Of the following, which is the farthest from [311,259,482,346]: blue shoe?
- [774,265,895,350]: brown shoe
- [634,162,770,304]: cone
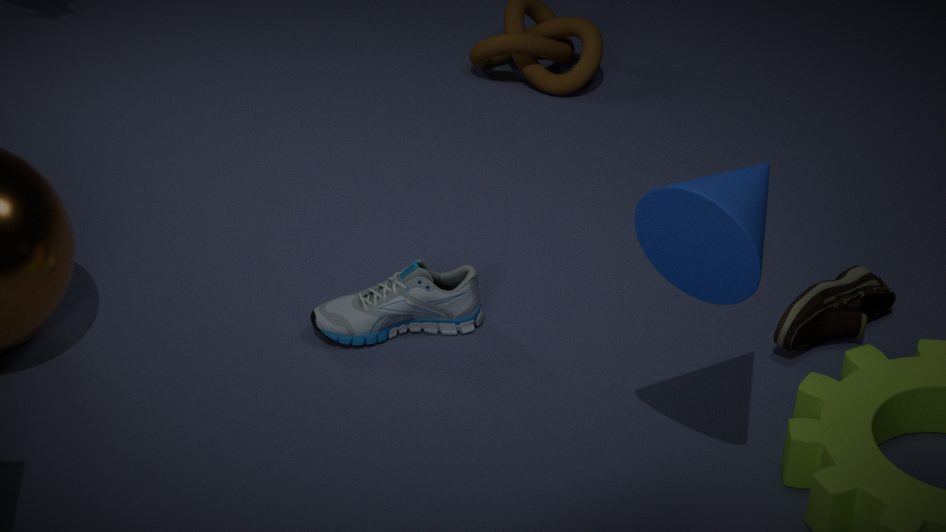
[634,162,770,304]: cone
